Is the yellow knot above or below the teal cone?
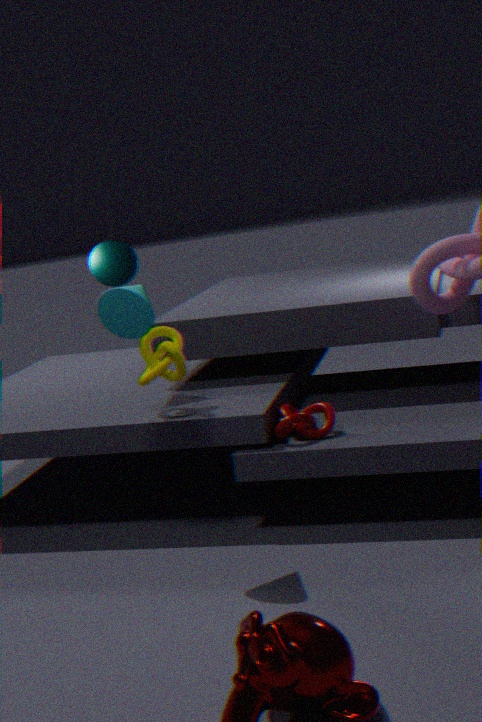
below
